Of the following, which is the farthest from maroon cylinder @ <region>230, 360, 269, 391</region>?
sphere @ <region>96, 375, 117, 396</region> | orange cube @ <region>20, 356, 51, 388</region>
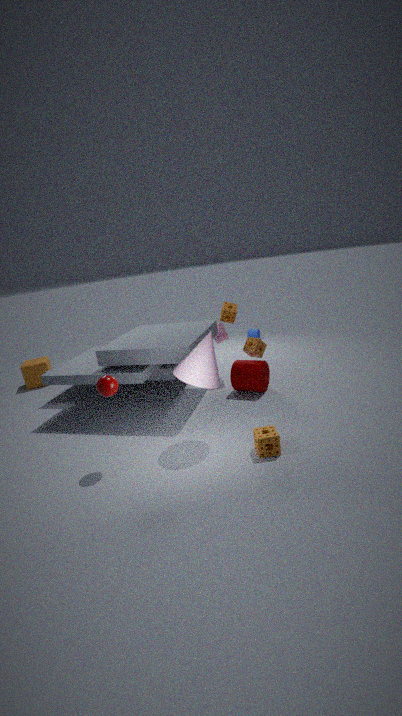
orange cube @ <region>20, 356, 51, 388</region>
